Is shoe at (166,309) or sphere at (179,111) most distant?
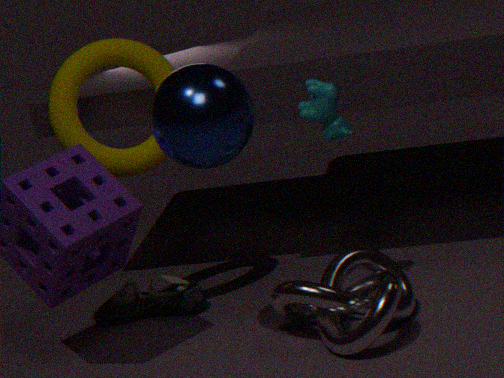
shoe at (166,309)
